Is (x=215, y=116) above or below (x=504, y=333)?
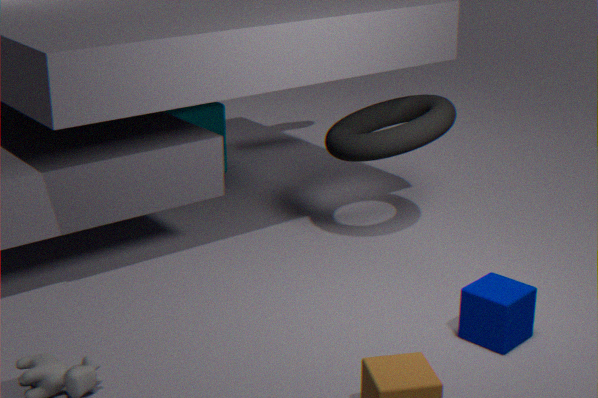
above
